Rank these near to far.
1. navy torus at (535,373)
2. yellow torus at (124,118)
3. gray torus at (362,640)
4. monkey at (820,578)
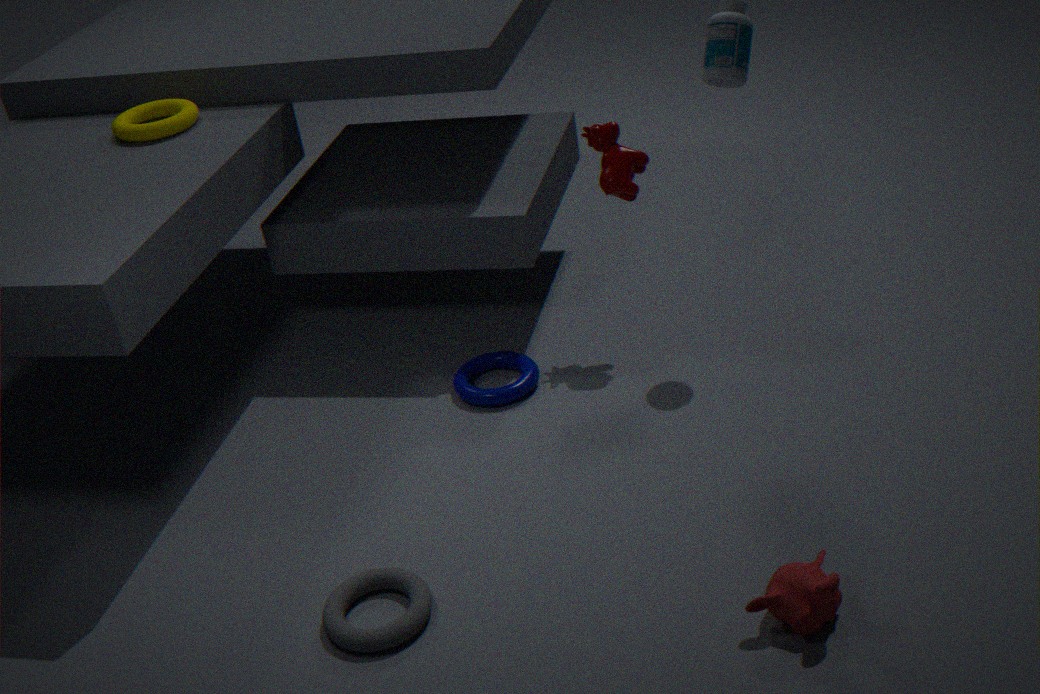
monkey at (820,578) → gray torus at (362,640) → navy torus at (535,373) → yellow torus at (124,118)
